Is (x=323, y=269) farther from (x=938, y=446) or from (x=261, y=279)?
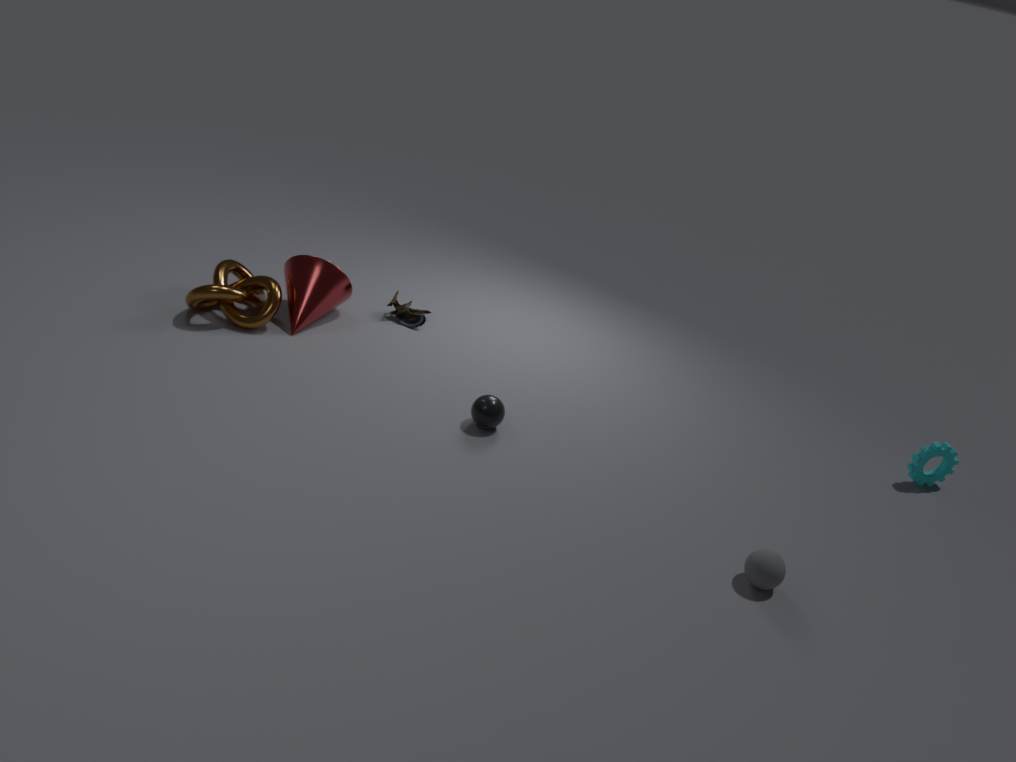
(x=938, y=446)
